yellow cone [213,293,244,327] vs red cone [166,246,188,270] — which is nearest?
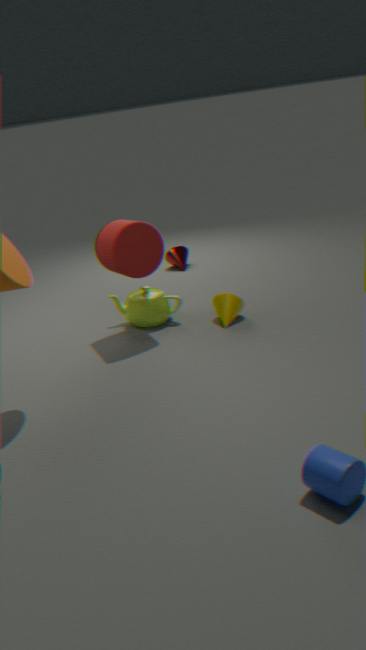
yellow cone [213,293,244,327]
